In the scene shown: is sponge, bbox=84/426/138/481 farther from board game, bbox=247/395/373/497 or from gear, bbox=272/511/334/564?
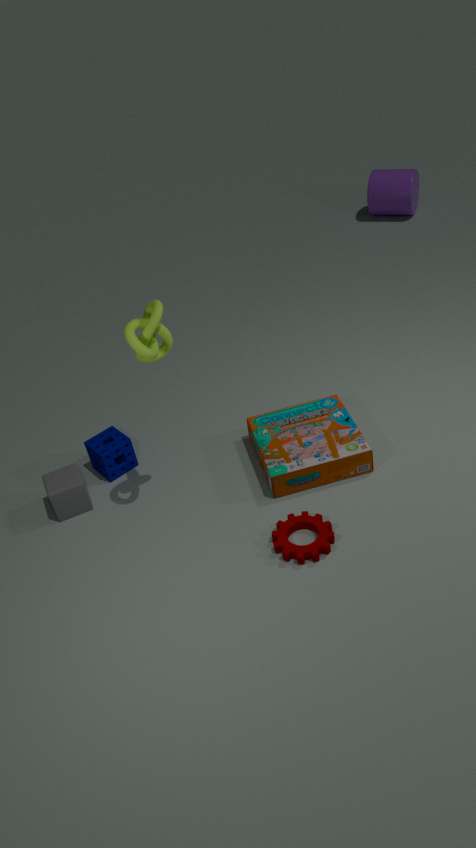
gear, bbox=272/511/334/564
